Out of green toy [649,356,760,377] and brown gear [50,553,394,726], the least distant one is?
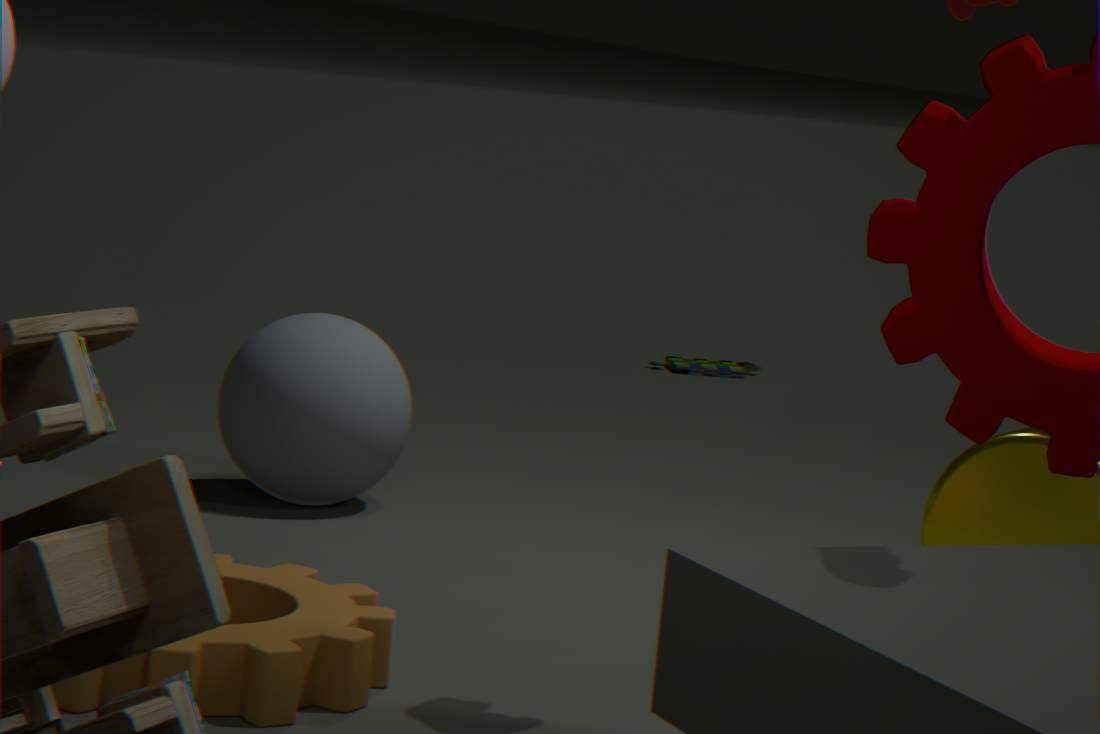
brown gear [50,553,394,726]
